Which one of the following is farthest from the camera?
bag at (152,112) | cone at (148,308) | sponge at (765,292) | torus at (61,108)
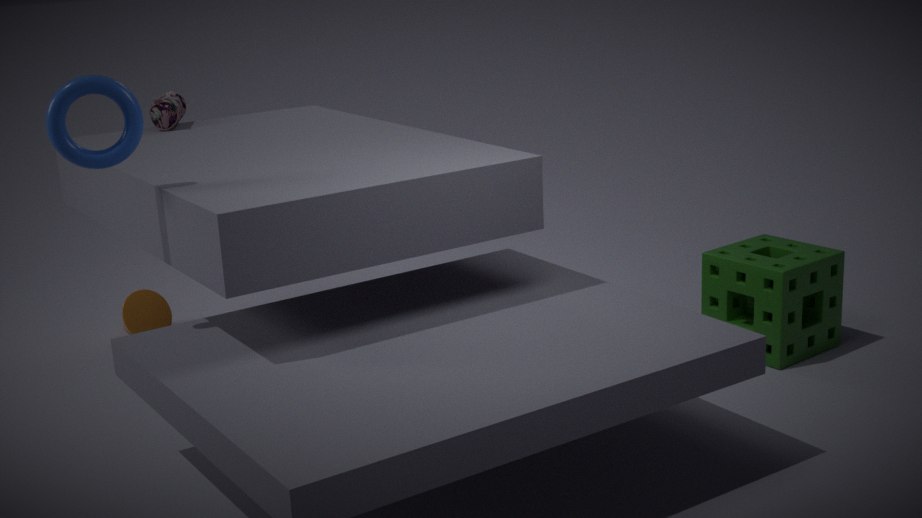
cone at (148,308)
